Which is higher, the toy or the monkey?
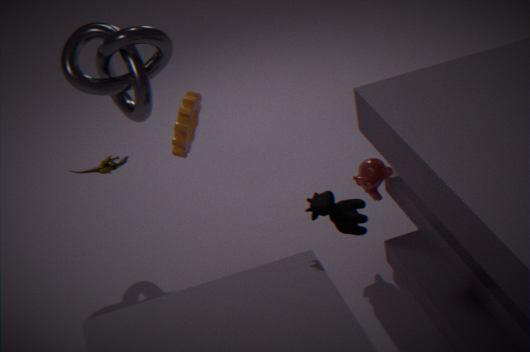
the toy
